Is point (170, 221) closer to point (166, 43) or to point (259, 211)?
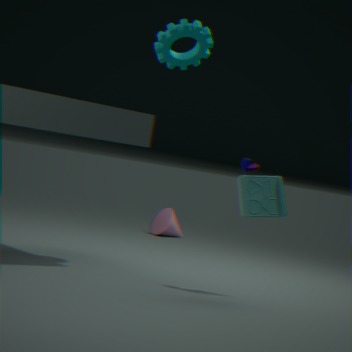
point (166, 43)
